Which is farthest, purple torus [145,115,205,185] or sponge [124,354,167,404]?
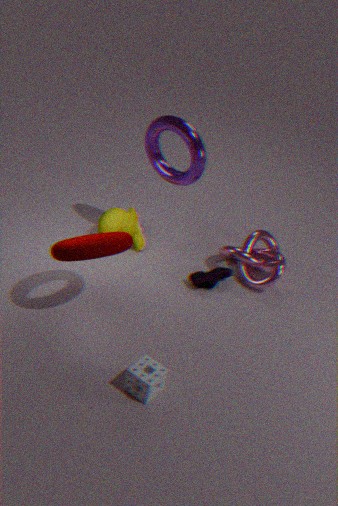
purple torus [145,115,205,185]
